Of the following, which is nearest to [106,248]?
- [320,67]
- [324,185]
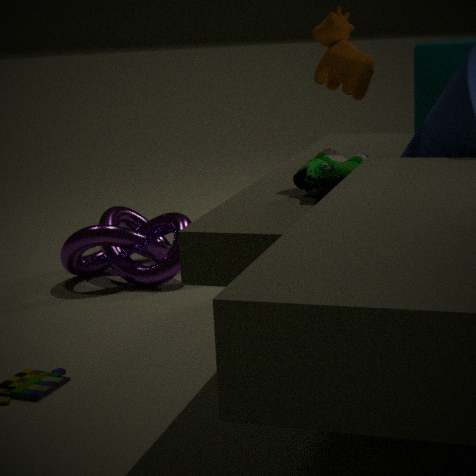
[320,67]
